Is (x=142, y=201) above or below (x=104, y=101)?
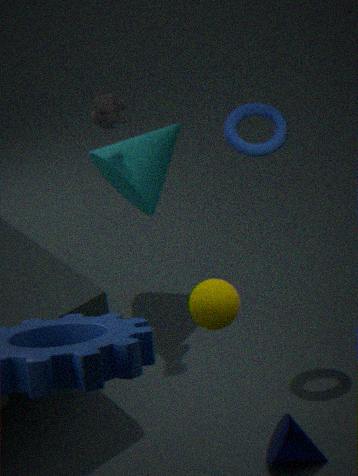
below
